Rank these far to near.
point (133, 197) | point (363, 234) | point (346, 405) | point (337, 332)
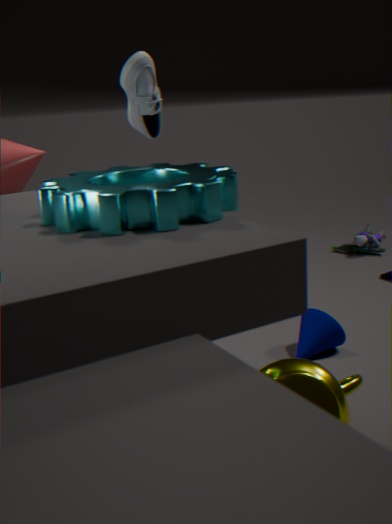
point (363, 234) → point (337, 332) → point (346, 405) → point (133, 197)
